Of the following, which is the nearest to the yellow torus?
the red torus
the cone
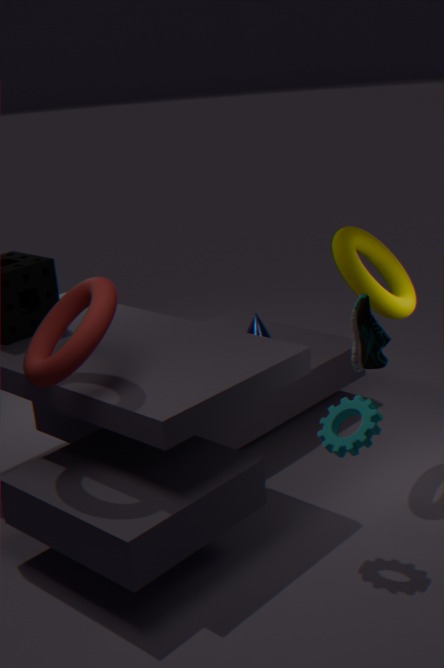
the cone
